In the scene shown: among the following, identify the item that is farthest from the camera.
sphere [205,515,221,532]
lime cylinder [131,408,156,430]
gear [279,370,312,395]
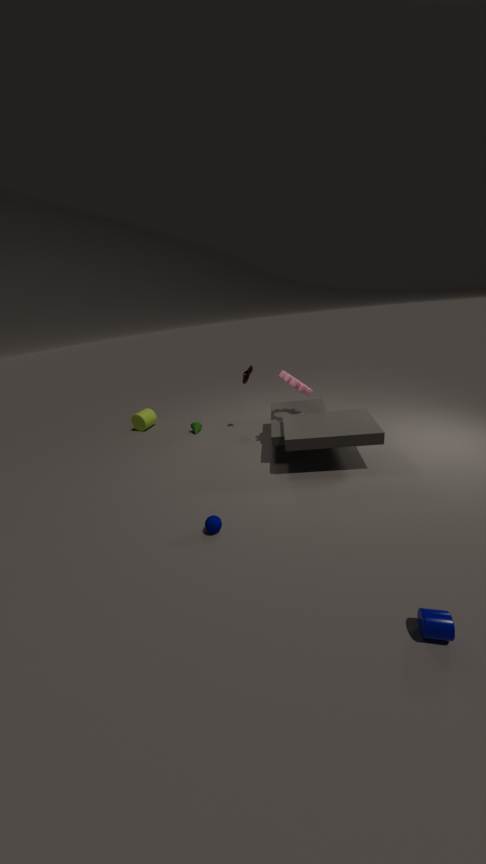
lime cylinder [131,408,156,430]
